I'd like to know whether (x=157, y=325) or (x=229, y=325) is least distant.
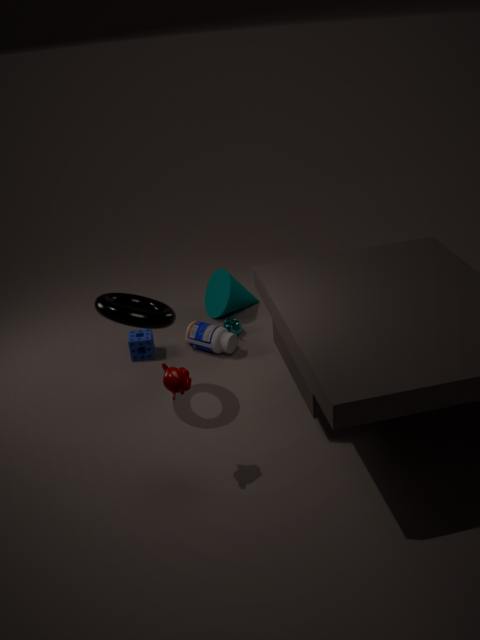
(x=157, y=325)
